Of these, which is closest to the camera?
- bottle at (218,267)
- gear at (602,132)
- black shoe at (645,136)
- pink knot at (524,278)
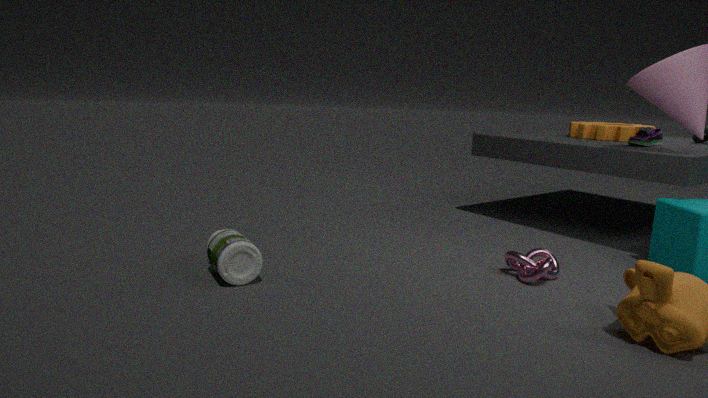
bottle at (218,267)
